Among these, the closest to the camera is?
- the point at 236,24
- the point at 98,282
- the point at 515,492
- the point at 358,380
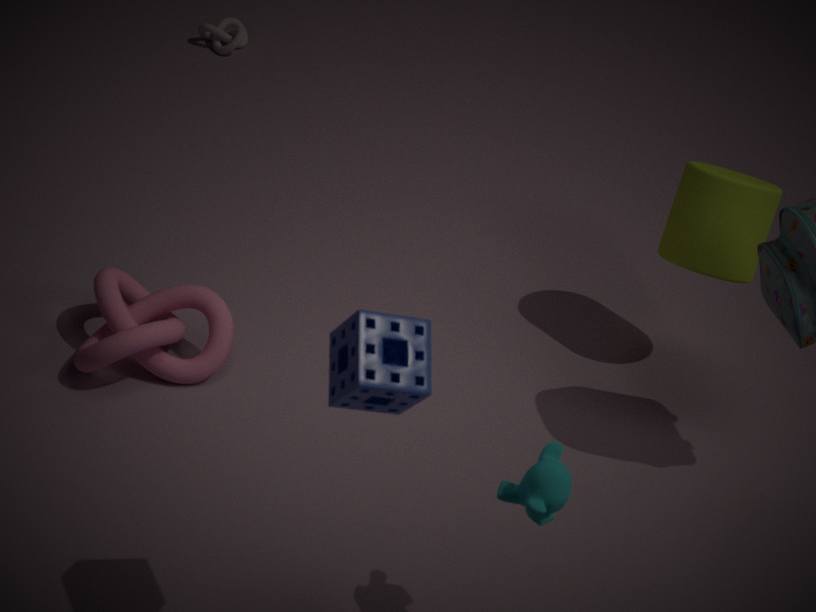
the point at 358,380
